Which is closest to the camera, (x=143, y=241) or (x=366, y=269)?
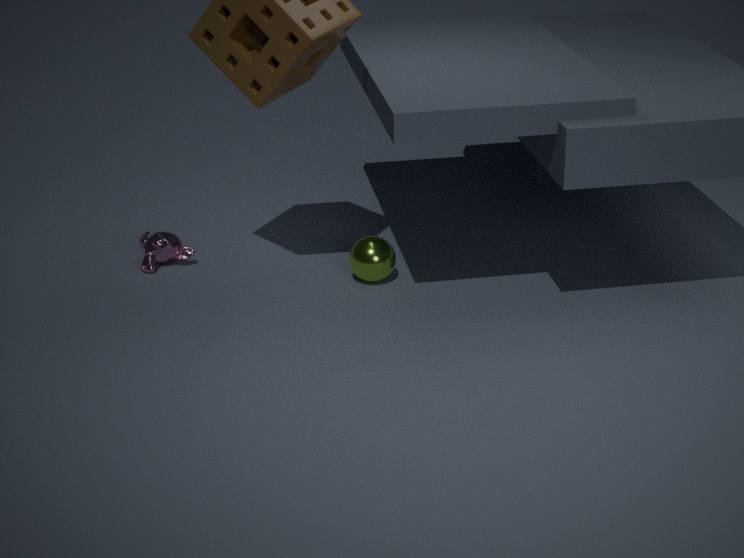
(x=366, y=269)
